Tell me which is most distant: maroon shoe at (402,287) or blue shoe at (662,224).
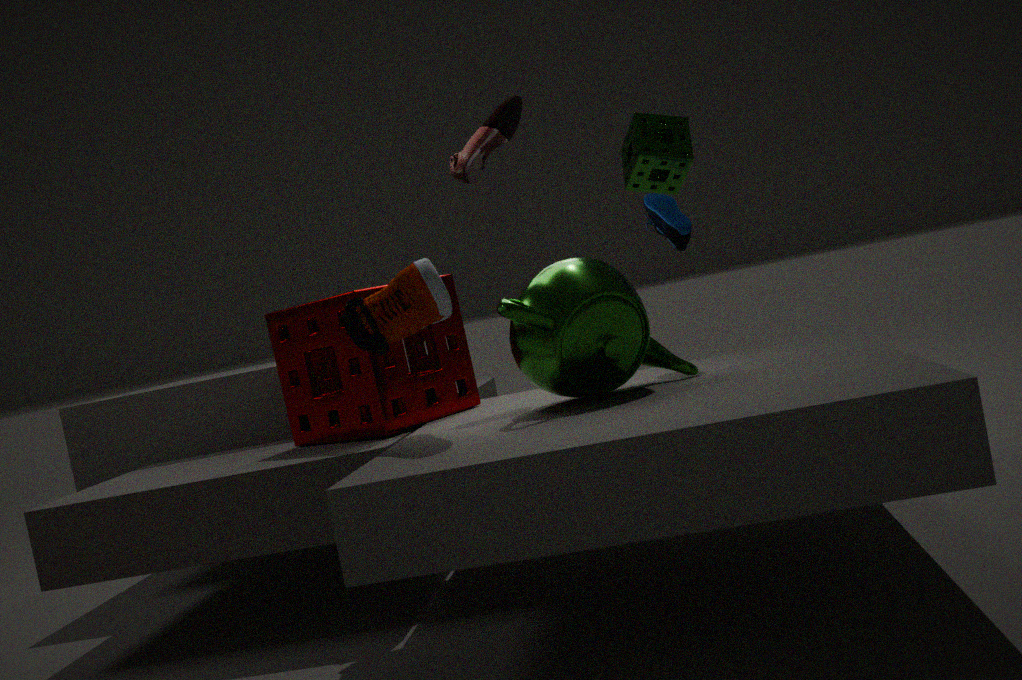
blue shoe at (662,224)
